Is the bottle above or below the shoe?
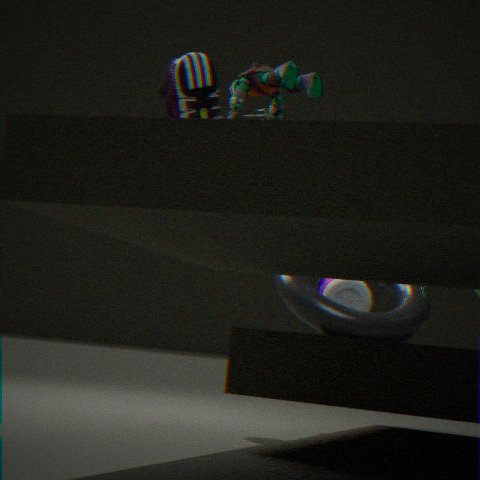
below
